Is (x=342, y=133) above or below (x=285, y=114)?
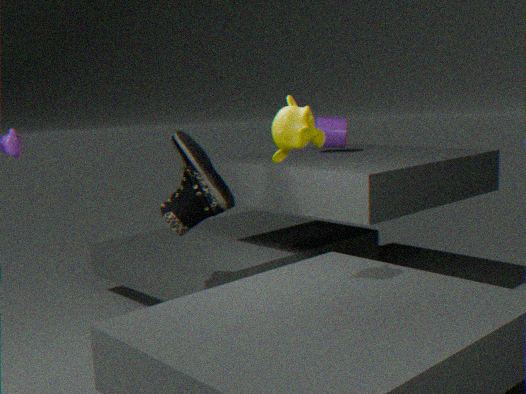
below
